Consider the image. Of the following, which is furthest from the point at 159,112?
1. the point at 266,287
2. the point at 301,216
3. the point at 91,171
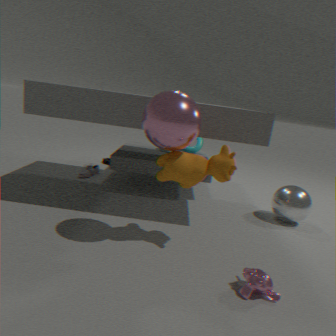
the point at 91,171
